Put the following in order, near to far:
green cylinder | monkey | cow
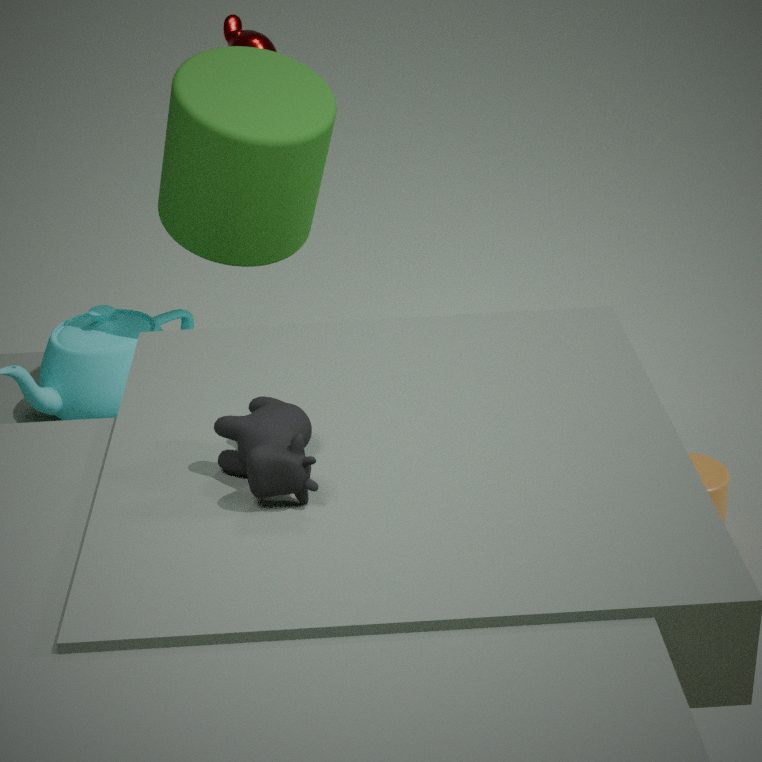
cow → green cylinder → monkey
